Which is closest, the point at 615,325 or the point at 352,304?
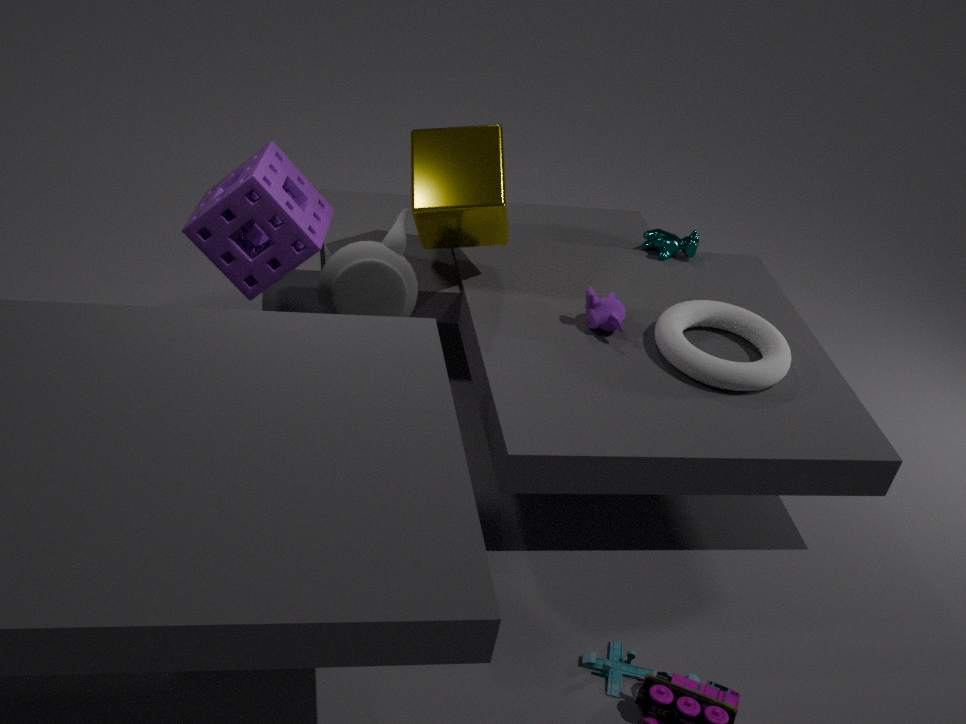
the point at 352,304
